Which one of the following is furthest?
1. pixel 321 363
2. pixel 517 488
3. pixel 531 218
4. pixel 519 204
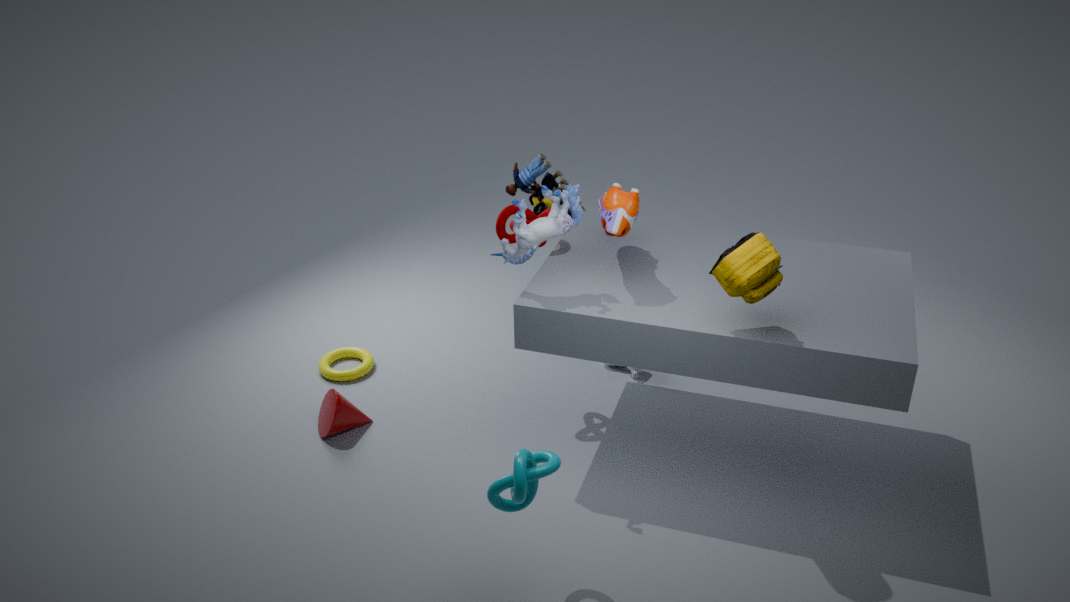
pixel 321 363
